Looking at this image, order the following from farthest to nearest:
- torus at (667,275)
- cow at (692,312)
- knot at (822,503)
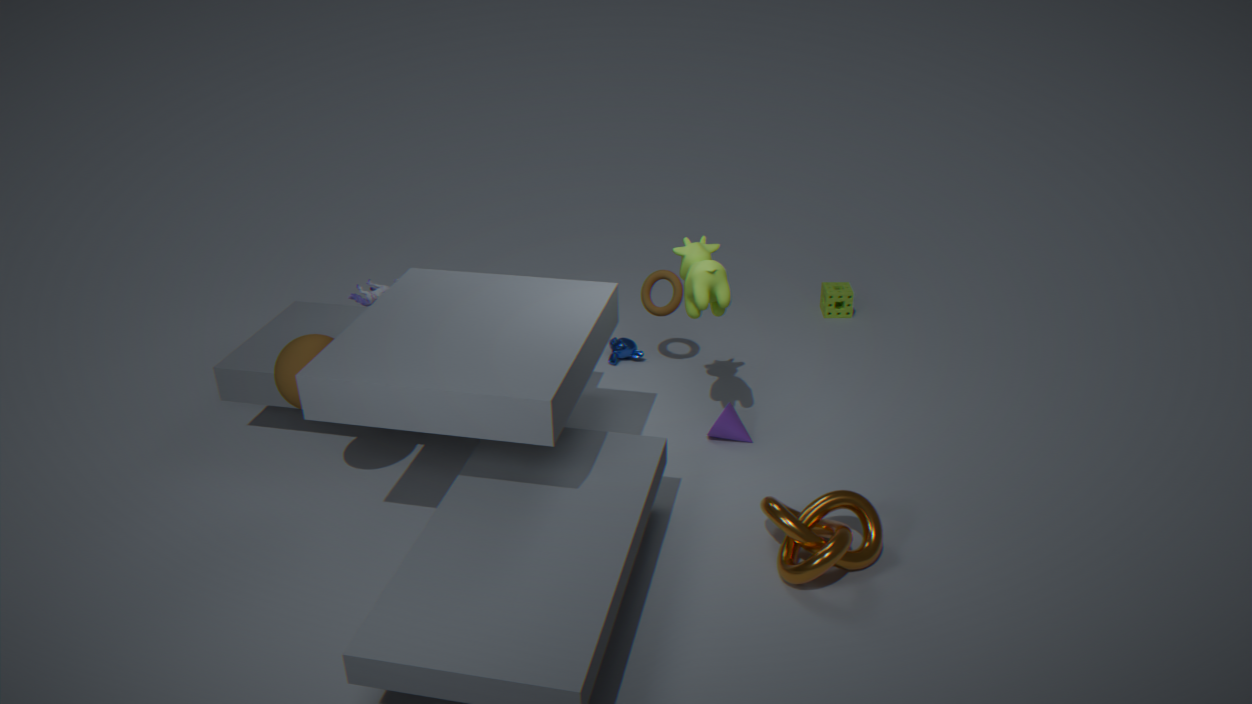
torus at (667,275) < cow at (692,312) < knot at (822,503)
